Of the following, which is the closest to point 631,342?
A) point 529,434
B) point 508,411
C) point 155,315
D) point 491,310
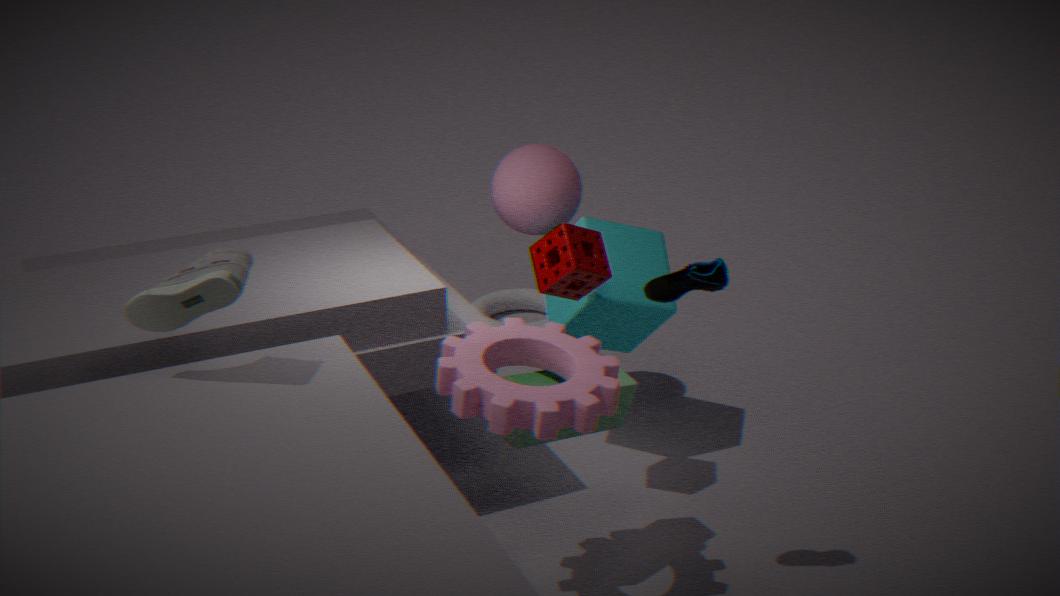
point 529,434
